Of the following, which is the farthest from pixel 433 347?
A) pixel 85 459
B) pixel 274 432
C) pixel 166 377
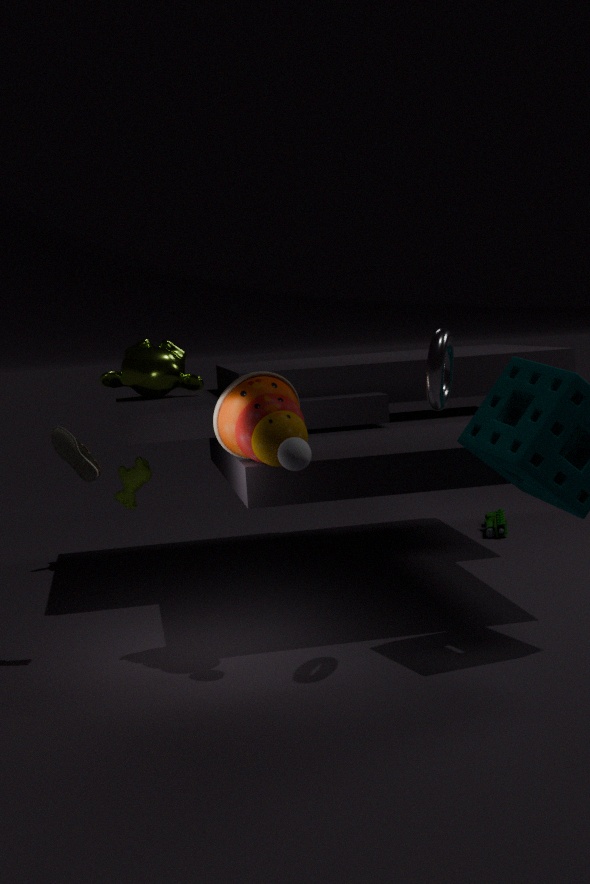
pixel 166 377
